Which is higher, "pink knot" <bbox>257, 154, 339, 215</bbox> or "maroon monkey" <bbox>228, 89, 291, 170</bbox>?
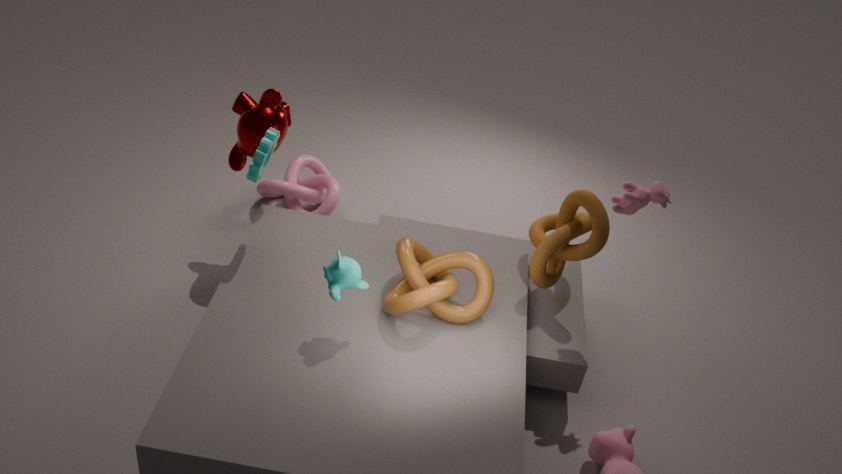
"maroon monkey" <bbox>228, 89, 291, 170</bbox>
